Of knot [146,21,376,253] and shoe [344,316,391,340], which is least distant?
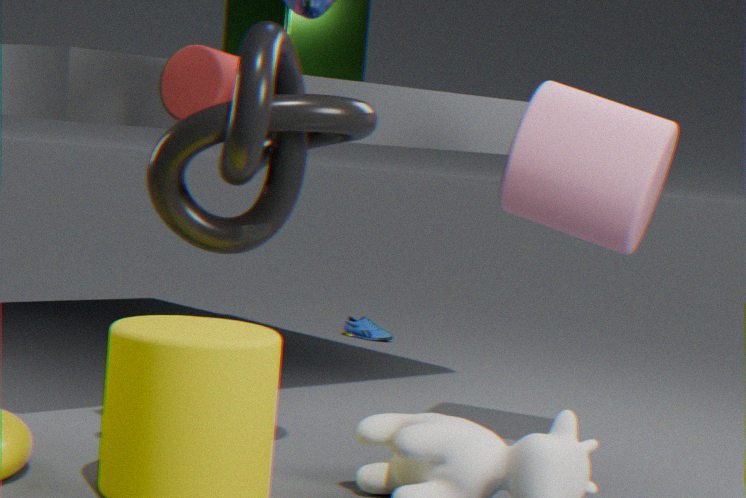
knot [146,21,376,253]
